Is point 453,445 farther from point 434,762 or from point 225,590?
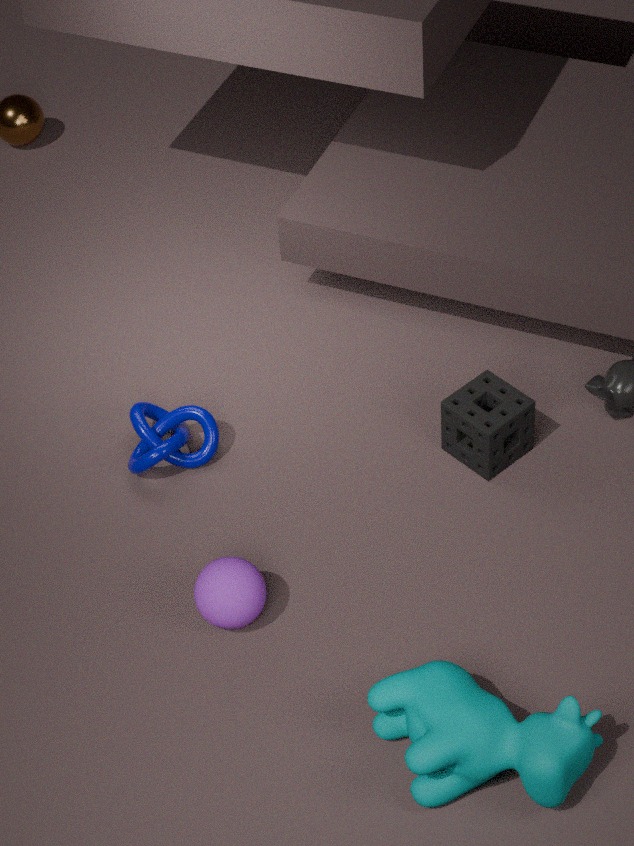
point 434,762
